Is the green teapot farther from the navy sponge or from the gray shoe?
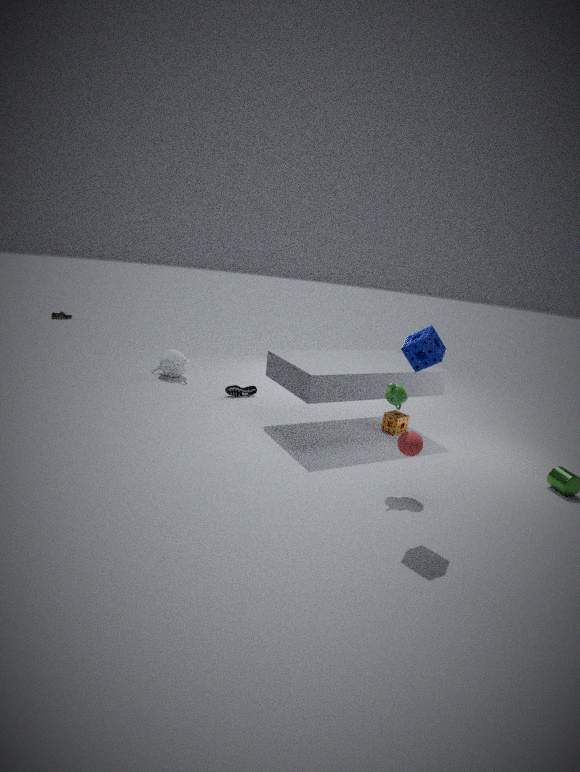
the gray shoe
